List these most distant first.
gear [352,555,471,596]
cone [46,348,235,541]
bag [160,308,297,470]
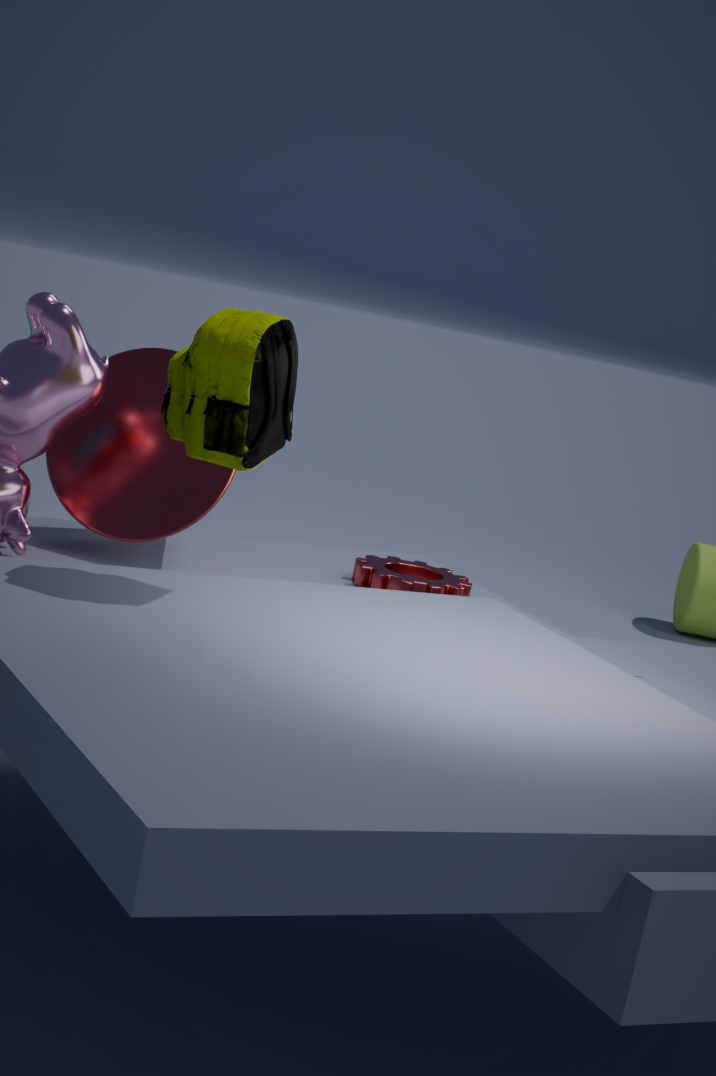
gear [352,555,471,596] < cone [46,348,235,541] < bag [160,308,297,470]
